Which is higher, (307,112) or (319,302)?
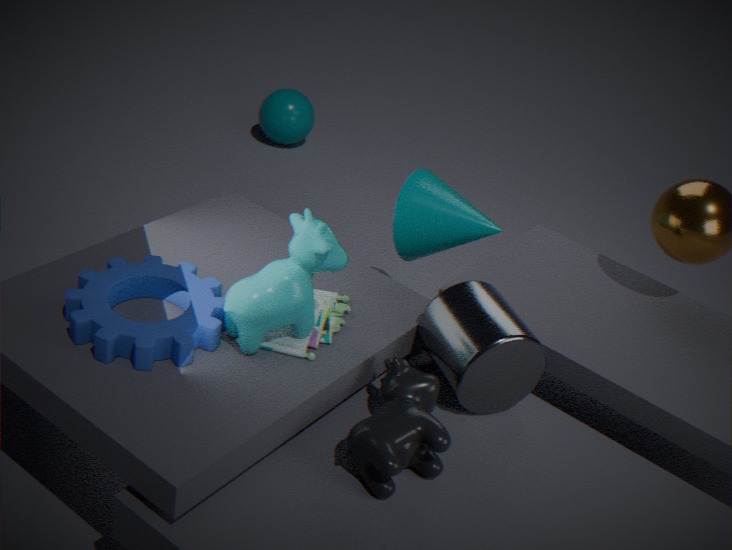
(319,302)
